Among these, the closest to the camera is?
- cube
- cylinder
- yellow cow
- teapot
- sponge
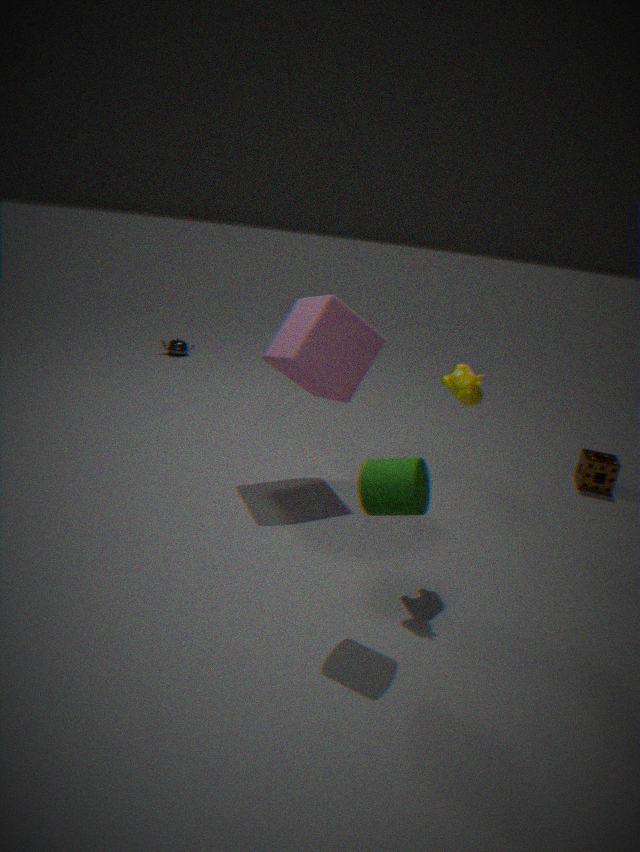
cylinder
